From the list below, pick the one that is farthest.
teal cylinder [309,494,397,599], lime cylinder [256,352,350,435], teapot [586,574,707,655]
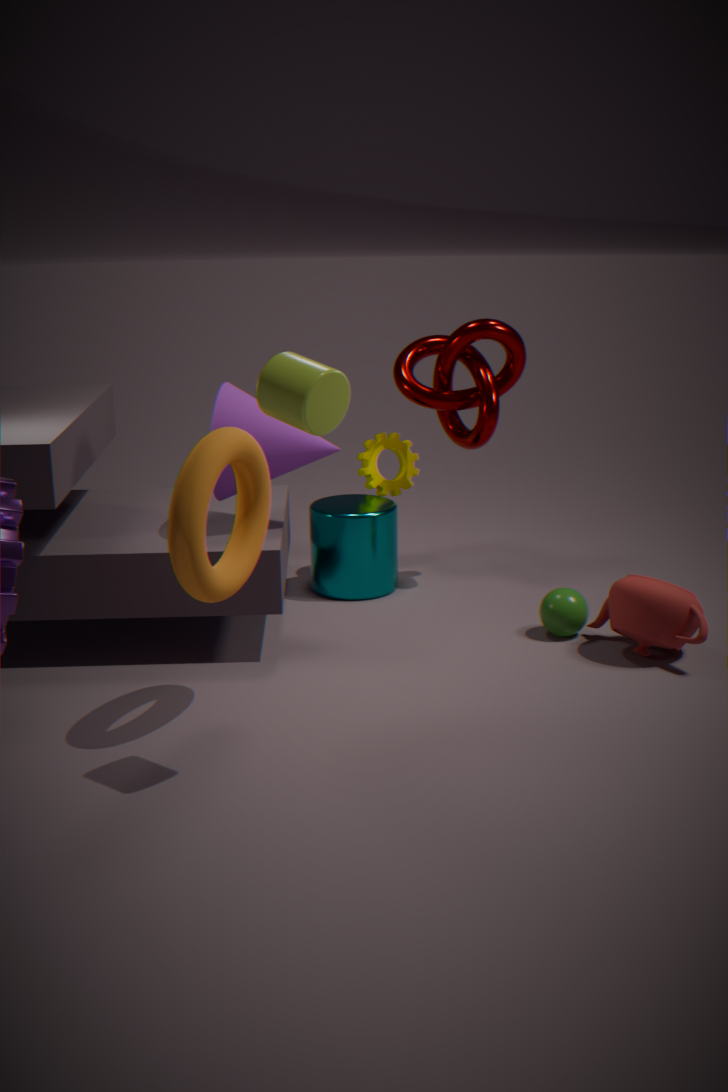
teal cylinder [309,494,397,599]
